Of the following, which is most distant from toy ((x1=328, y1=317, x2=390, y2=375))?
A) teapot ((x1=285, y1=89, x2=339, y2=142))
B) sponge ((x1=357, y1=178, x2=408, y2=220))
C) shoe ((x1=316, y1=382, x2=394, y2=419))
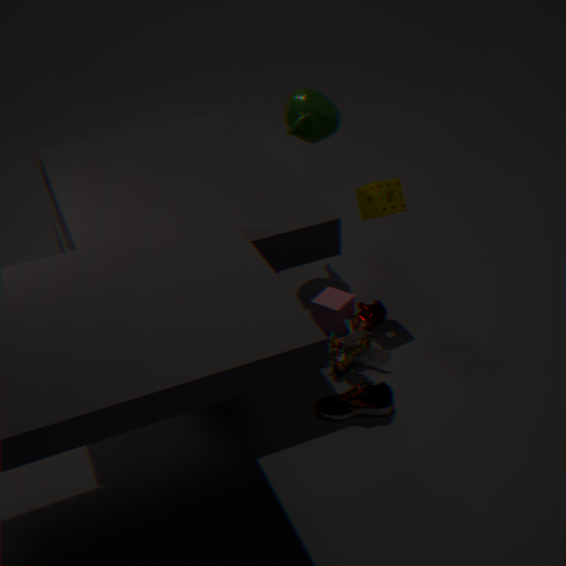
teapot ((x1=285, y1=89, x2=339, y2=142))
